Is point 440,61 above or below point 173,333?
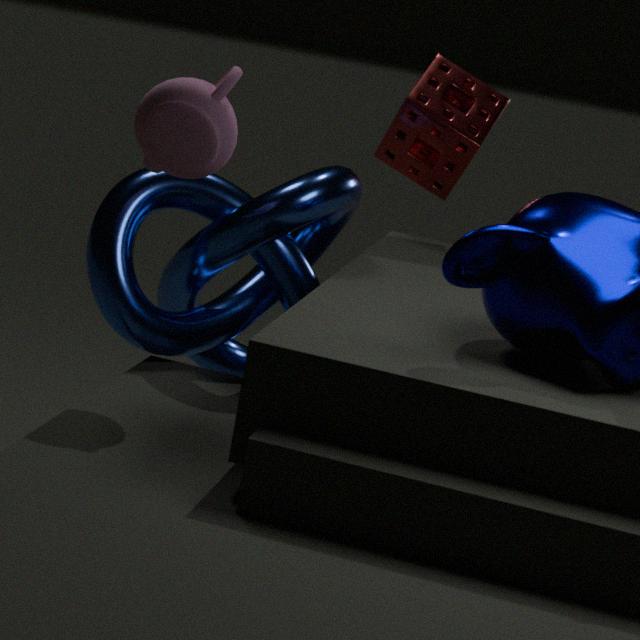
above
